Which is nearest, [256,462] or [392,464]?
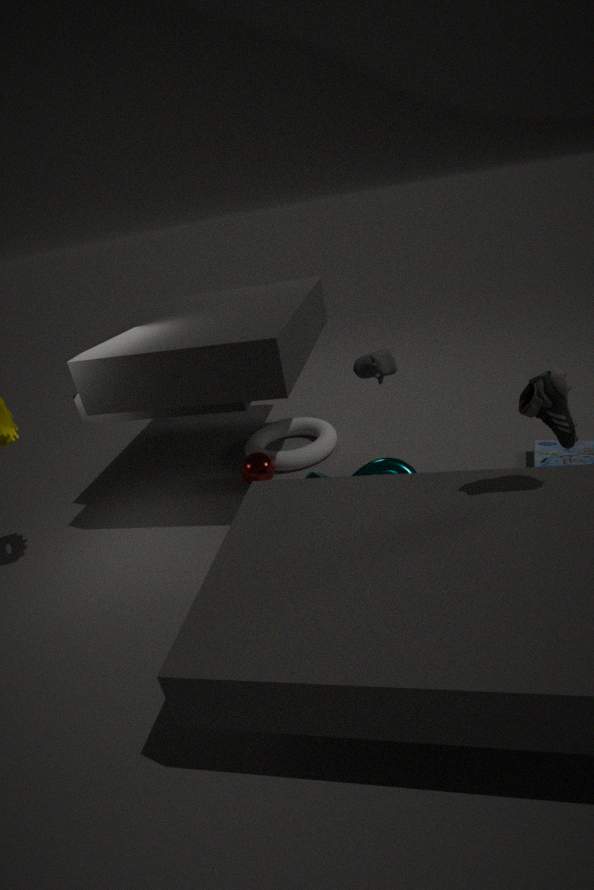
[392,464]
